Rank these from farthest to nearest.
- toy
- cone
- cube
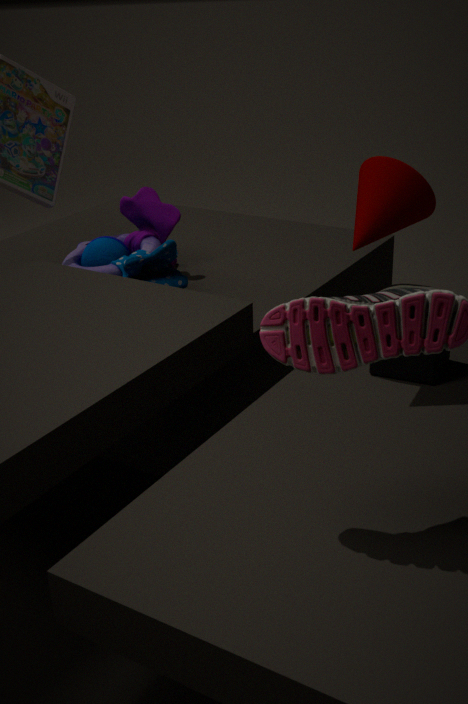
1. toy
2. cube
3. cone
